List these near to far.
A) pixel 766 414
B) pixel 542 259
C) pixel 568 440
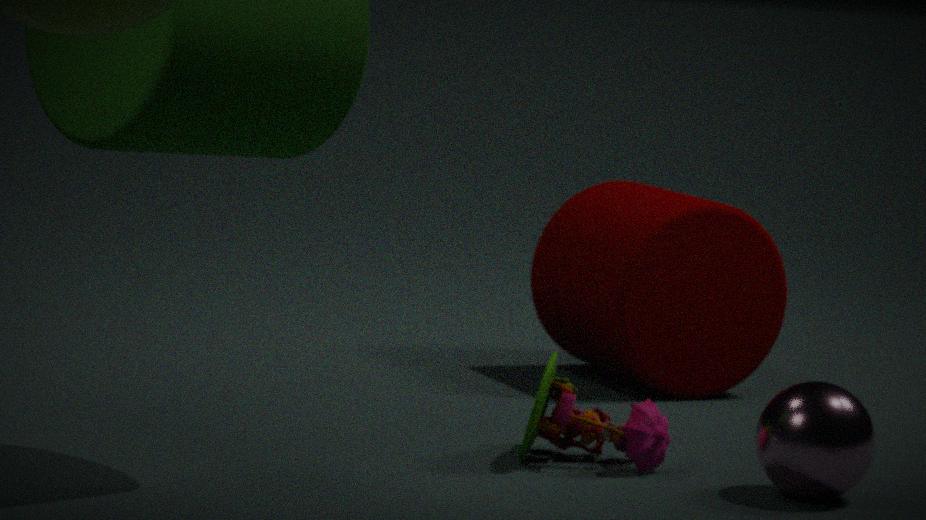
pixel 766 414, pixel 568 440, pixel 542 259
